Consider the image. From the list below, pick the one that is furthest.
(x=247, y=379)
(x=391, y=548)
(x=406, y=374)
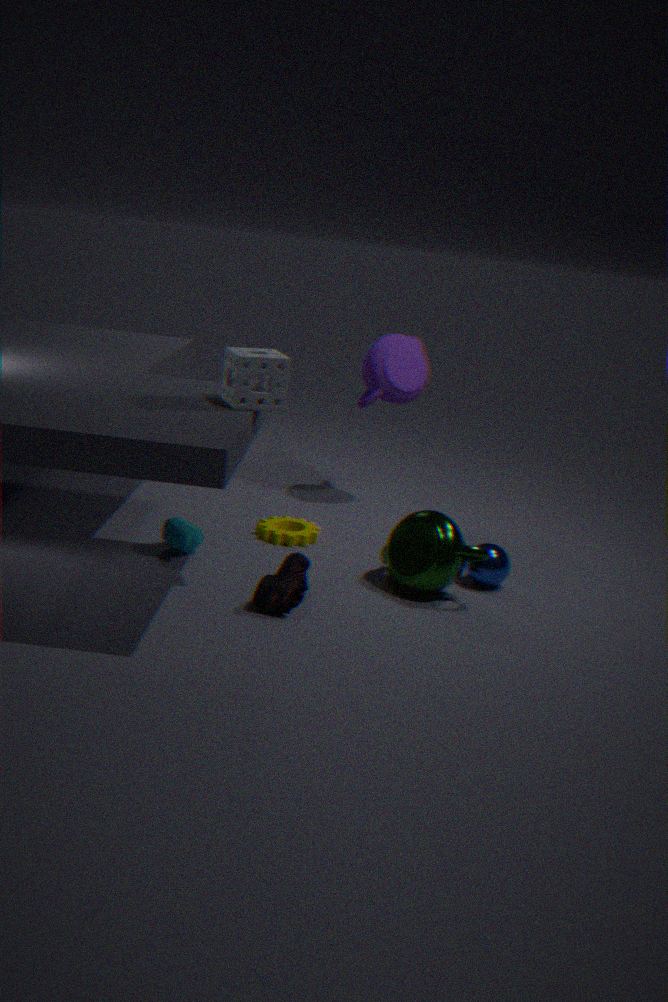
(x=406, y=374)
